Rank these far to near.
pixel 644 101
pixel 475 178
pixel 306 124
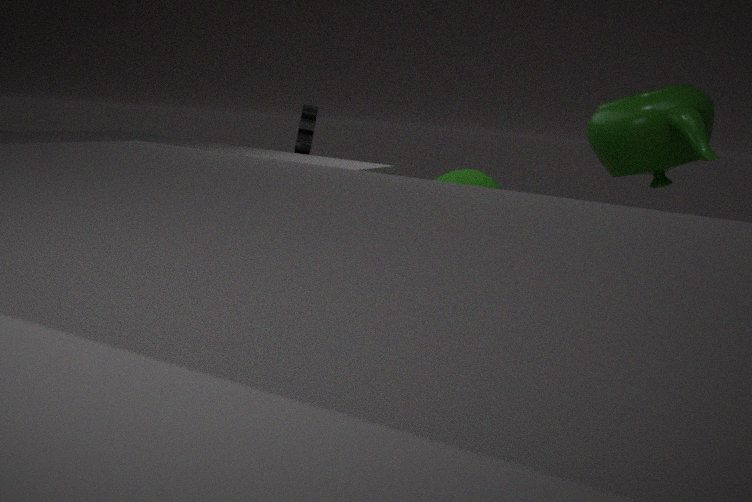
pixel 306 124, pixel 475 178, pixel 644 101
